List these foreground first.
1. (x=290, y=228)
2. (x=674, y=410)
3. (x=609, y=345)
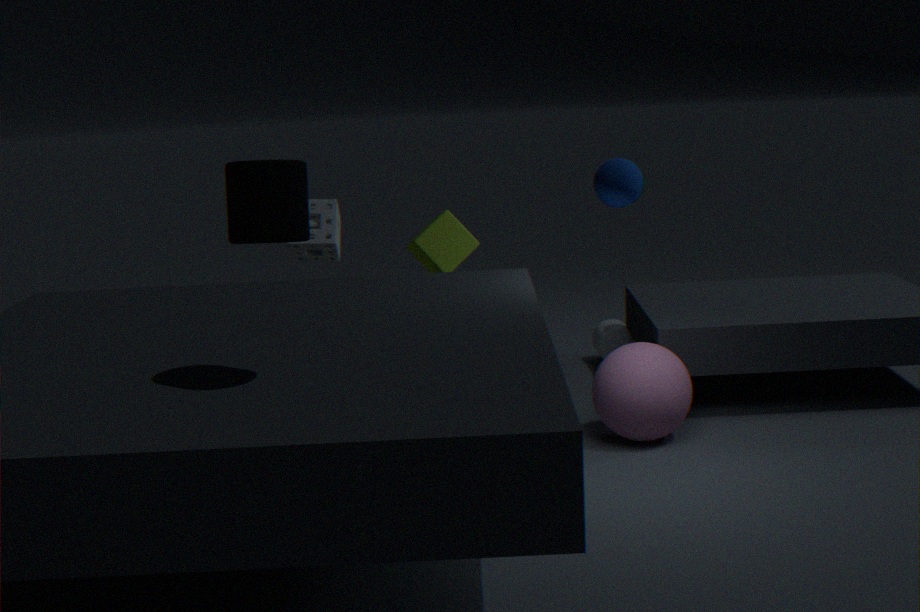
(x=290, y=228) < (x=674, y=410) < (x=609, y=345)
